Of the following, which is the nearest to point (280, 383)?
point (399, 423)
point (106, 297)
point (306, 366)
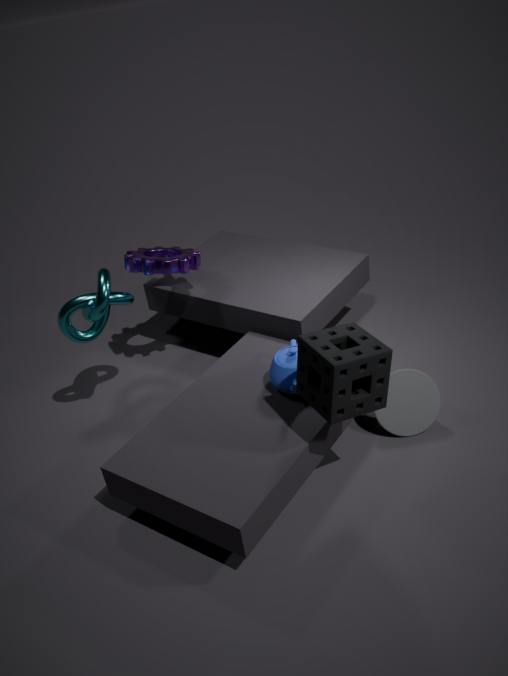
point (306, 366)
